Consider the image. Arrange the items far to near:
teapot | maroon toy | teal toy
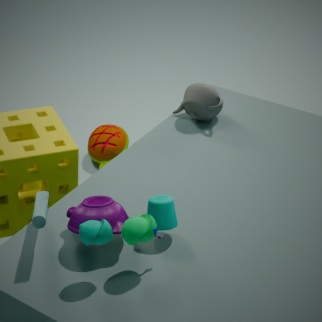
maroon toy
teapot
teal toy
